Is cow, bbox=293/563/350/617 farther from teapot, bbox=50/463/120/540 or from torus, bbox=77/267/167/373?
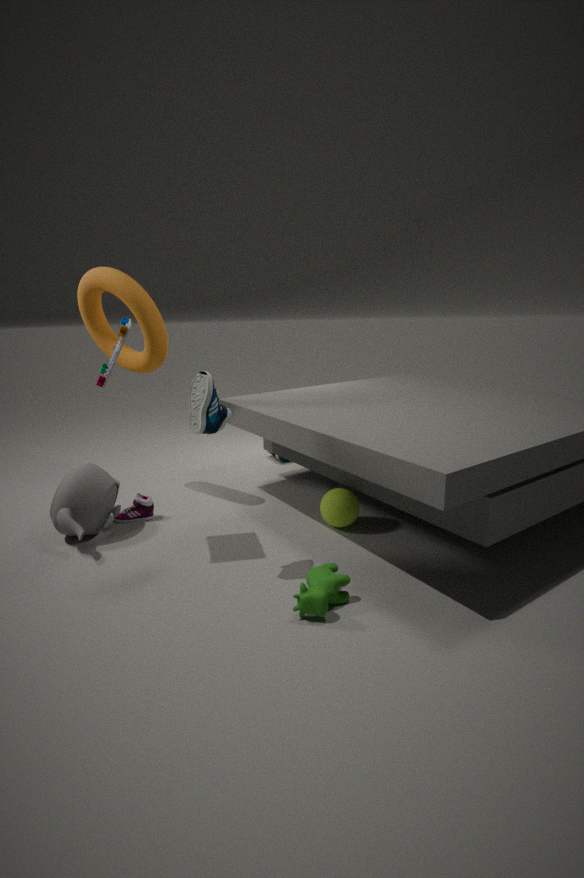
torus, bbox=77/267/167/373
